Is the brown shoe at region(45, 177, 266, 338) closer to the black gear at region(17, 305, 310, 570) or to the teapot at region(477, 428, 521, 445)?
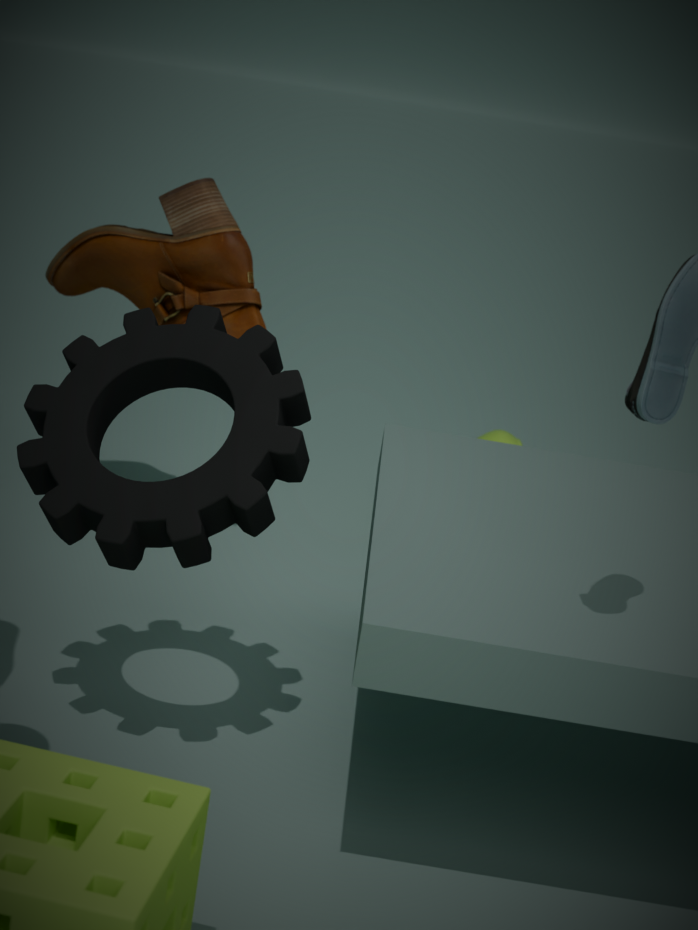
the teapot at region(477, 428, 521, 445)
